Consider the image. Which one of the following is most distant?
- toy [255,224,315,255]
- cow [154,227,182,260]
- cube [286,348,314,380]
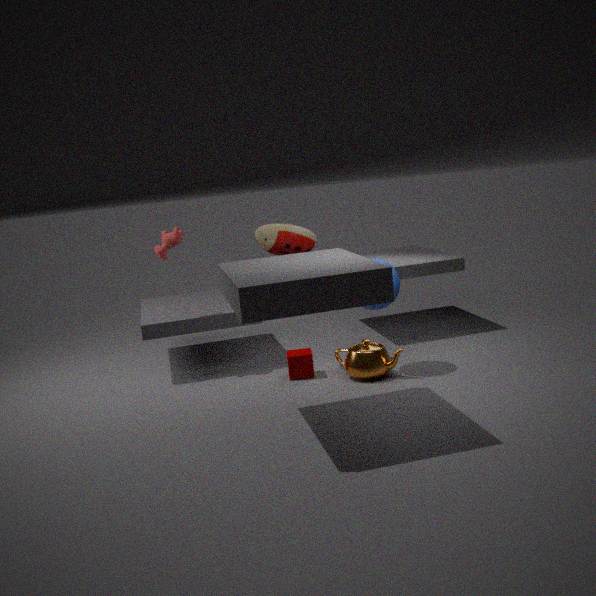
cow [154,227,182,260]
